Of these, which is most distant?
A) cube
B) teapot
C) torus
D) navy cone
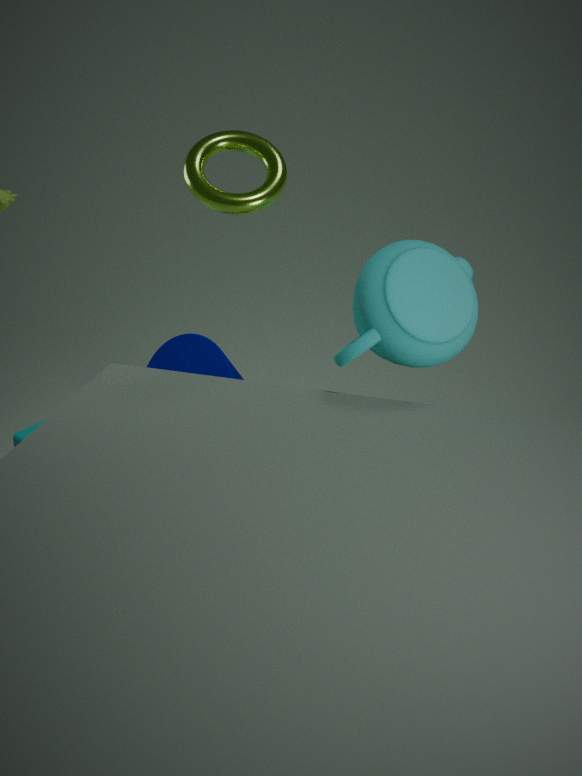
navy cone
